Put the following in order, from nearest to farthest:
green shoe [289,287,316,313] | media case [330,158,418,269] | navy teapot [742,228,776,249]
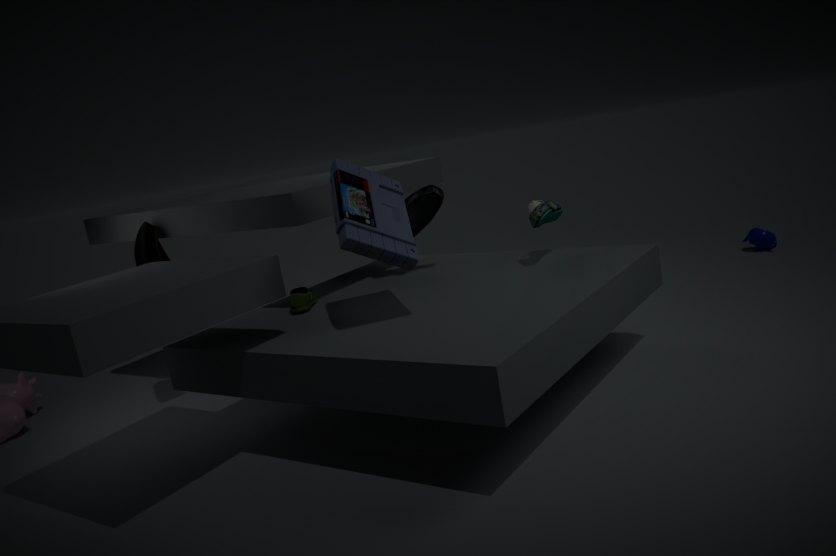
media case [330,158,418,269] < green shoe [289,287,316,313] < navy teapot [742,228,776,249]
